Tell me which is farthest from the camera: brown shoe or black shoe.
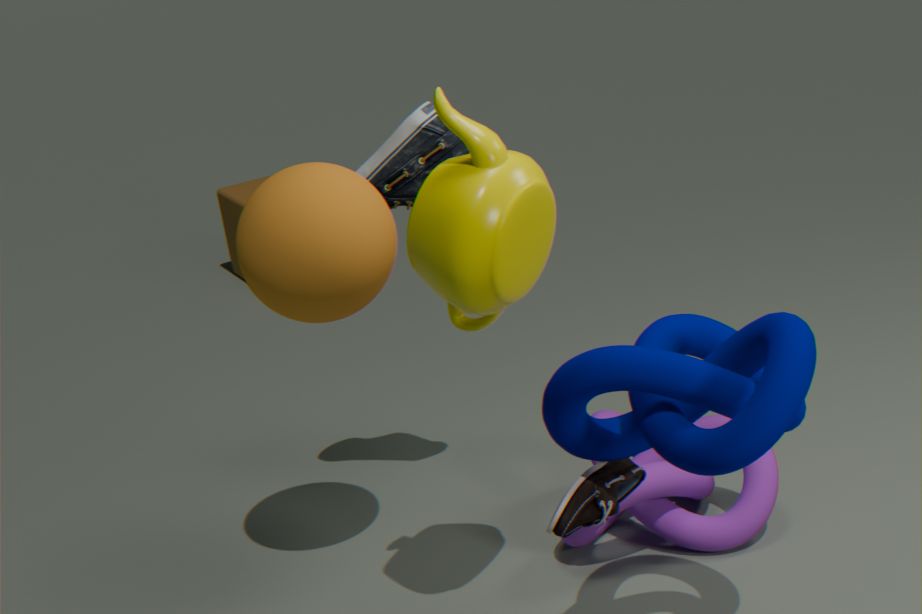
black shoe
